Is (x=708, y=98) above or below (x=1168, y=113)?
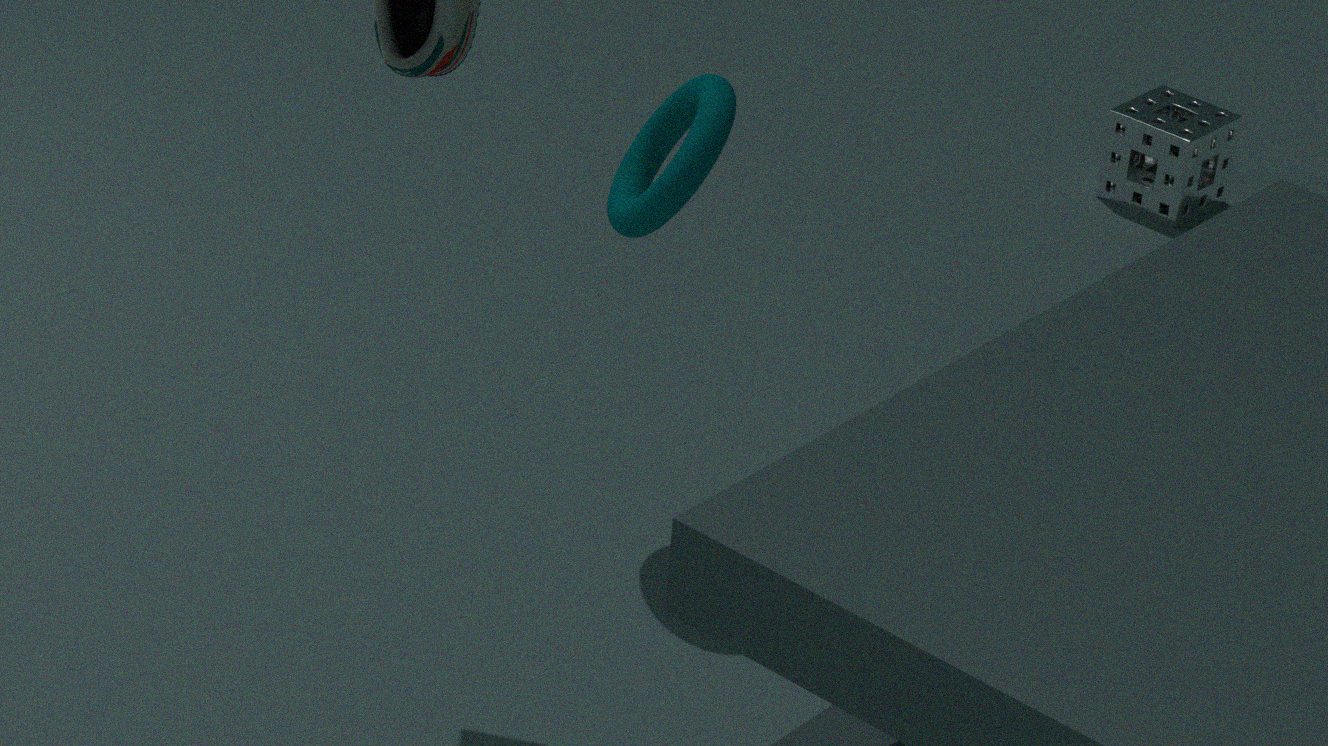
above
